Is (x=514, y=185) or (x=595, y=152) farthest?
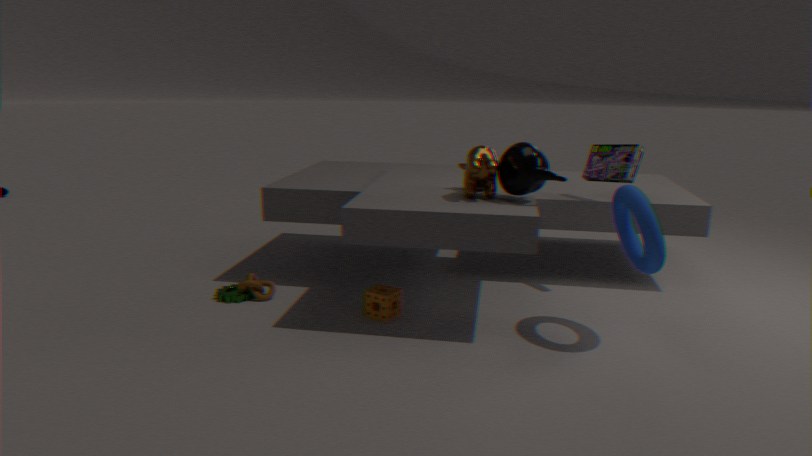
(x=595, y=152)
